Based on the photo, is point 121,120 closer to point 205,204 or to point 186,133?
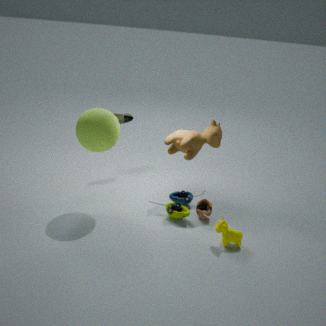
point 186,133
